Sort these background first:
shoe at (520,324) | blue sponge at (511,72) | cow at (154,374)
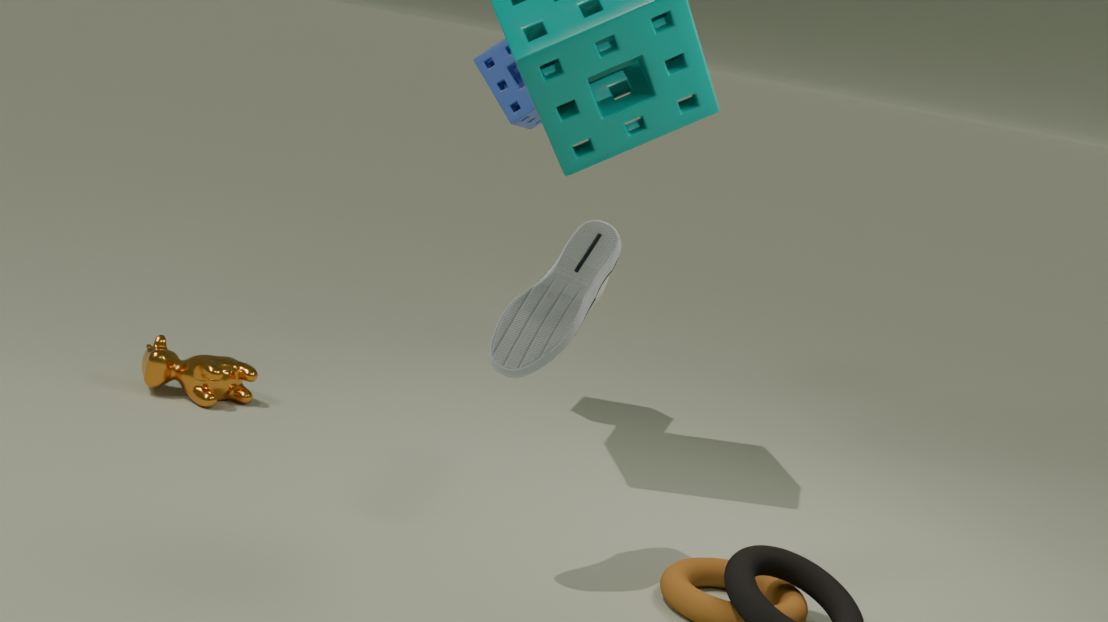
1. blue sponge at (511,72)
2. cow at (154,374)
3. shoe at (520,324)
